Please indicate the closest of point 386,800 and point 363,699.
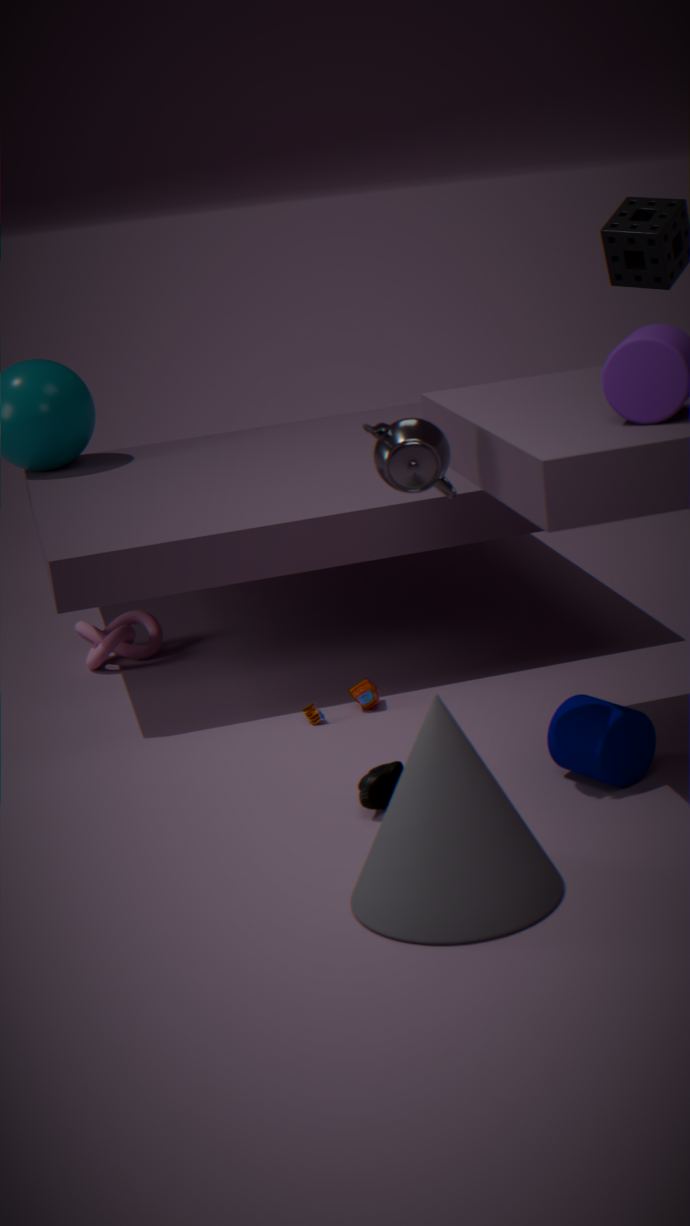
point 386,800
